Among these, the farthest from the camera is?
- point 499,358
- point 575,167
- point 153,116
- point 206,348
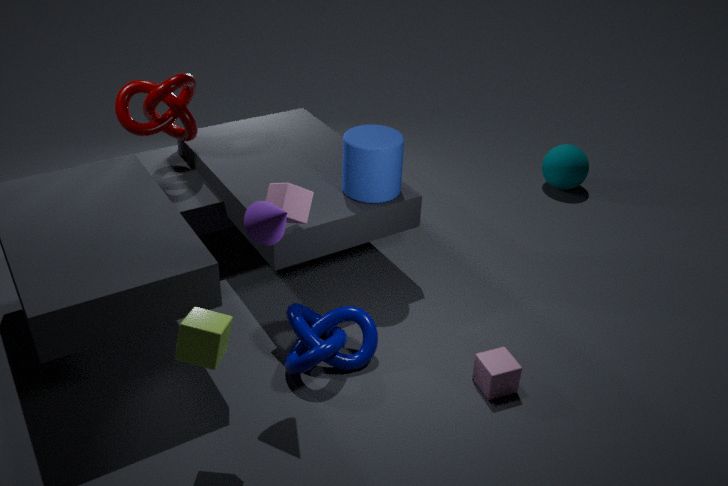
point 575,167
